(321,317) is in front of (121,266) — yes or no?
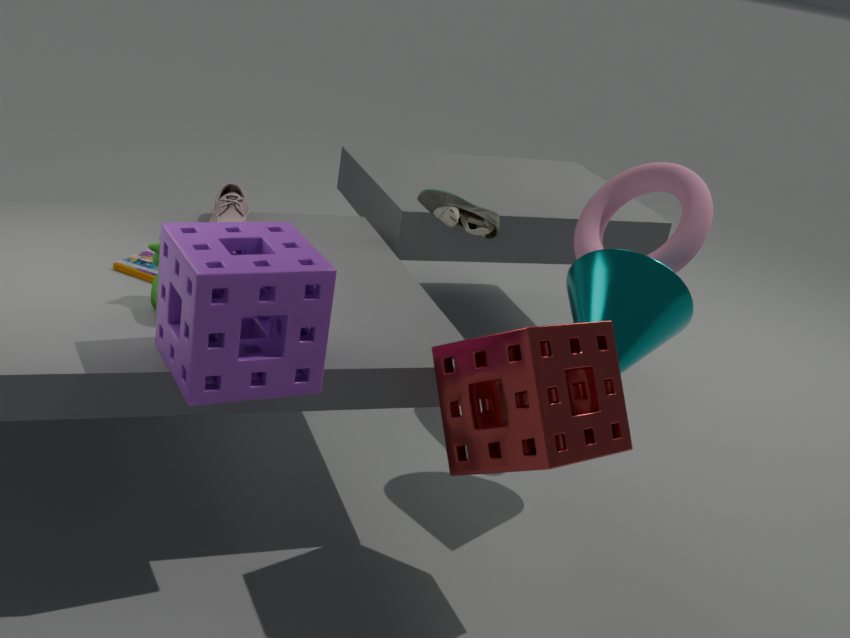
Yes
